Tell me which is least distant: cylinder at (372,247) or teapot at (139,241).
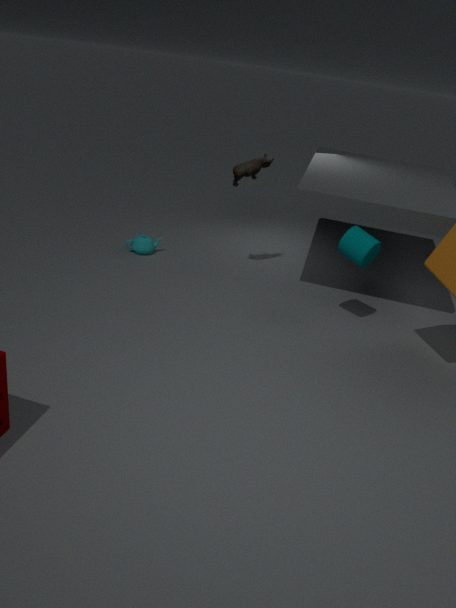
cylinder at (372,247)
